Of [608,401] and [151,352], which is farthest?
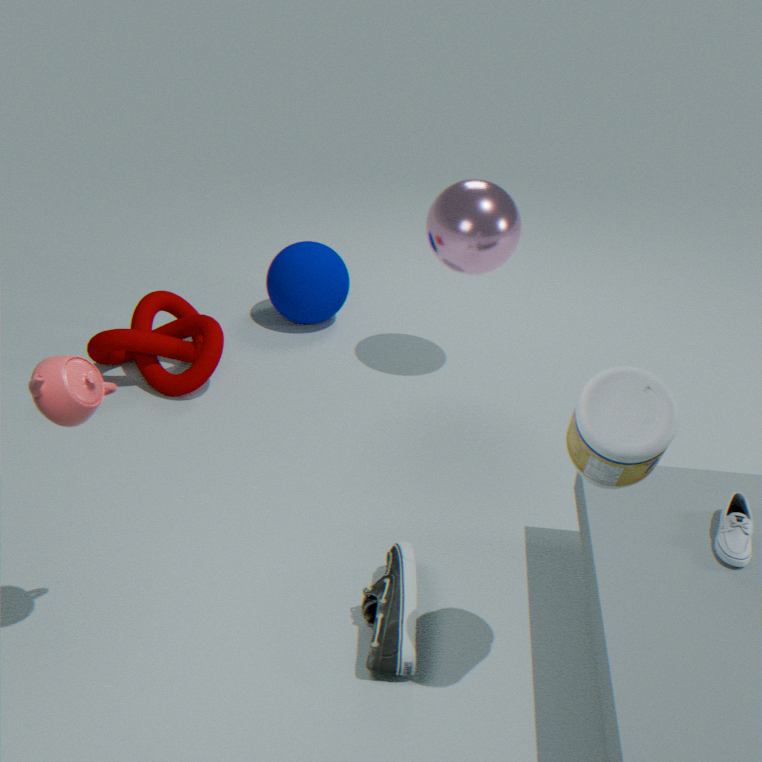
[151,352]
